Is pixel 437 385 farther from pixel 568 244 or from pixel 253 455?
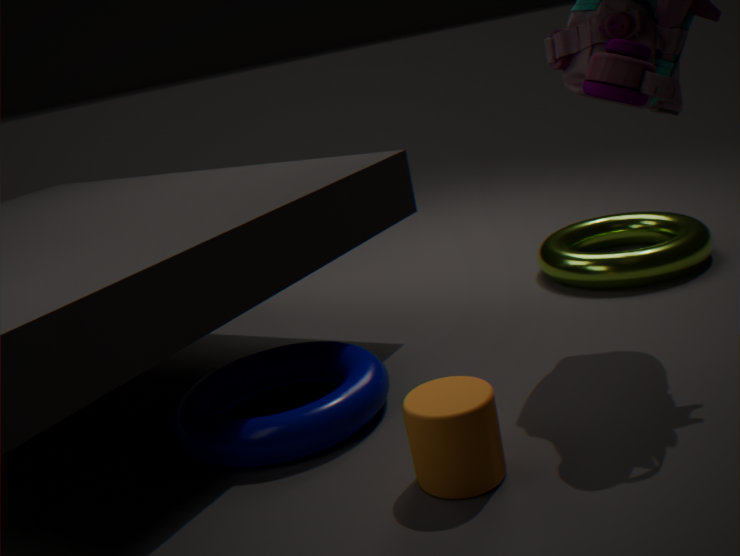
pixel 568 244
